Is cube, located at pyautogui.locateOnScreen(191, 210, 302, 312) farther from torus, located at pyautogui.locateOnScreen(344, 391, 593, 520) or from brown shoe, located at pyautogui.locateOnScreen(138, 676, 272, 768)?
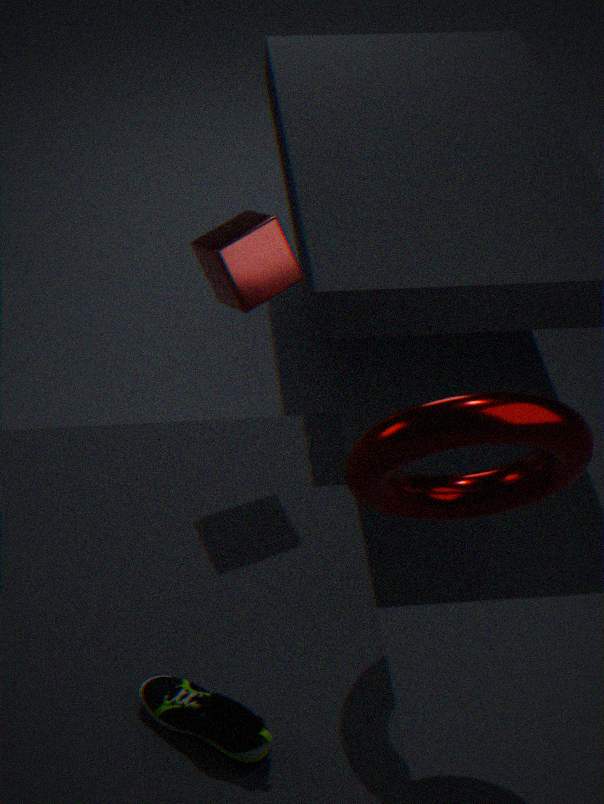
brown shoe, located at pyautogui.locateOnScreen(138, 676, 272, 768)
